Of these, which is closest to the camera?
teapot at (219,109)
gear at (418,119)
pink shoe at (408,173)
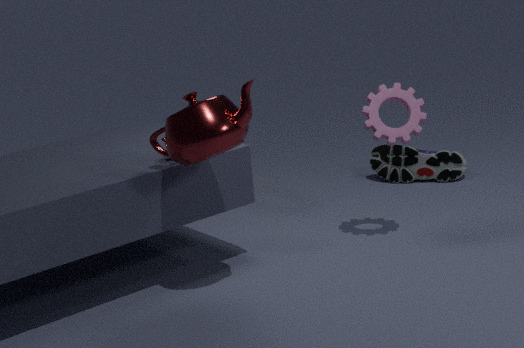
teapot at (219,109)
